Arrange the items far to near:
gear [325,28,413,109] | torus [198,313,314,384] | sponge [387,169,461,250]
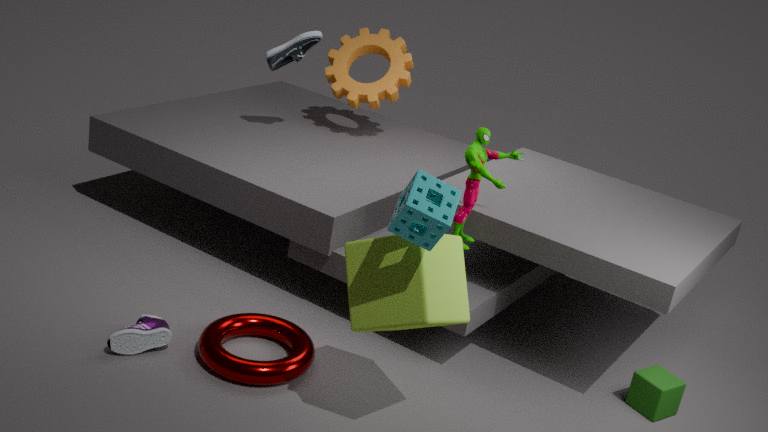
gear [325,28,413,109] → torus [198,313,314,384] → sponge [387,169,461,250]
